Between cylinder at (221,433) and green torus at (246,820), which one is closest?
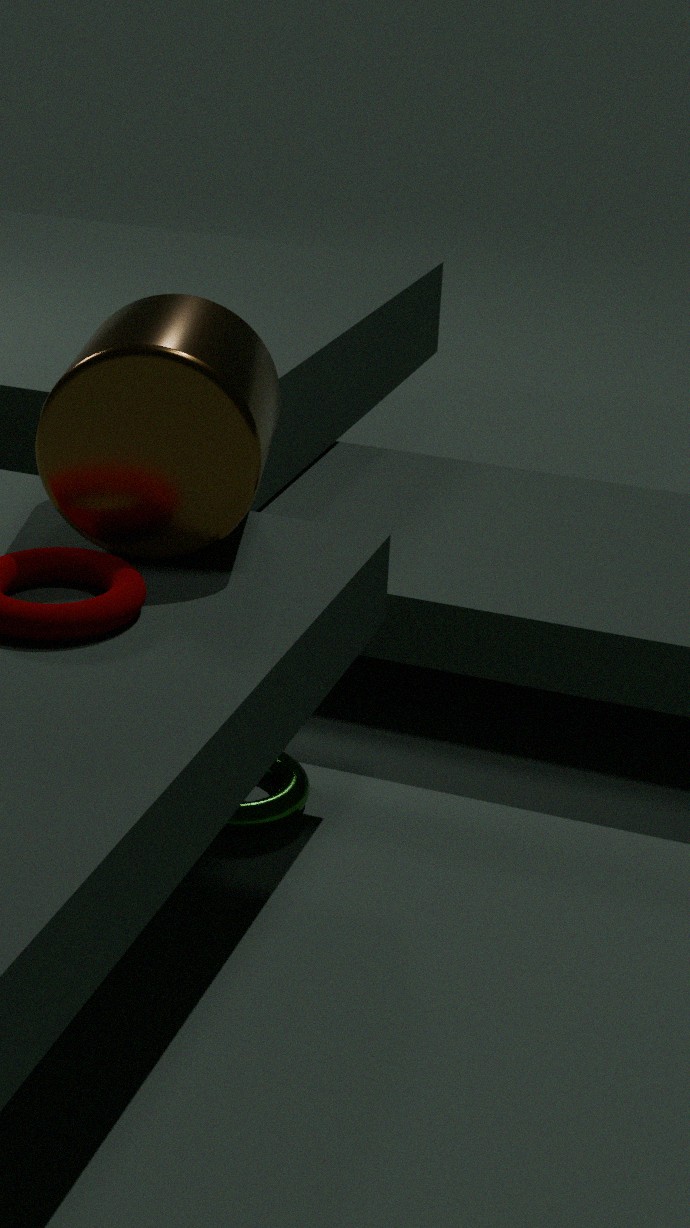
cylinder at (221,433)
